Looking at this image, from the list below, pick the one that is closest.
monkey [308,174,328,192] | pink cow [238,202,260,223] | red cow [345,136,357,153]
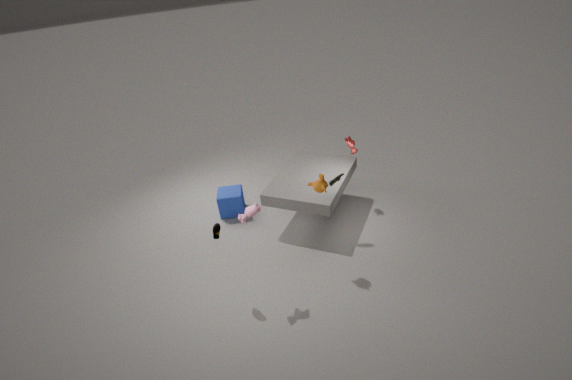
pink cow [238,202,260,223]
